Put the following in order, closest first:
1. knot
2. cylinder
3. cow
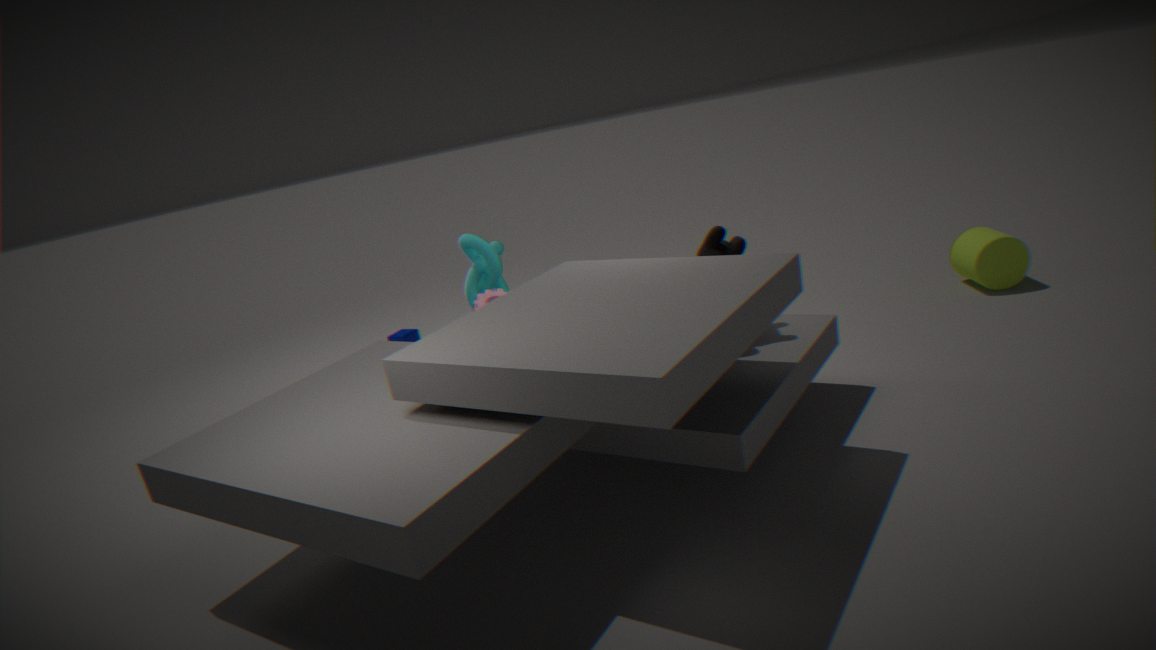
cow, knot, cylinder
